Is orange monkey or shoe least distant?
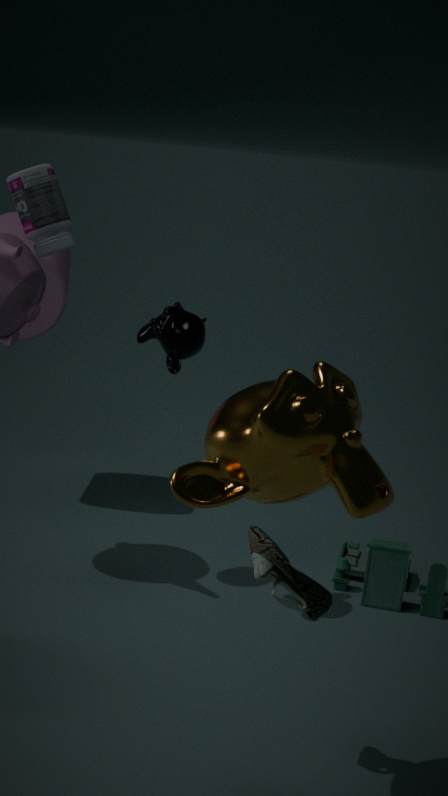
orange monkey
